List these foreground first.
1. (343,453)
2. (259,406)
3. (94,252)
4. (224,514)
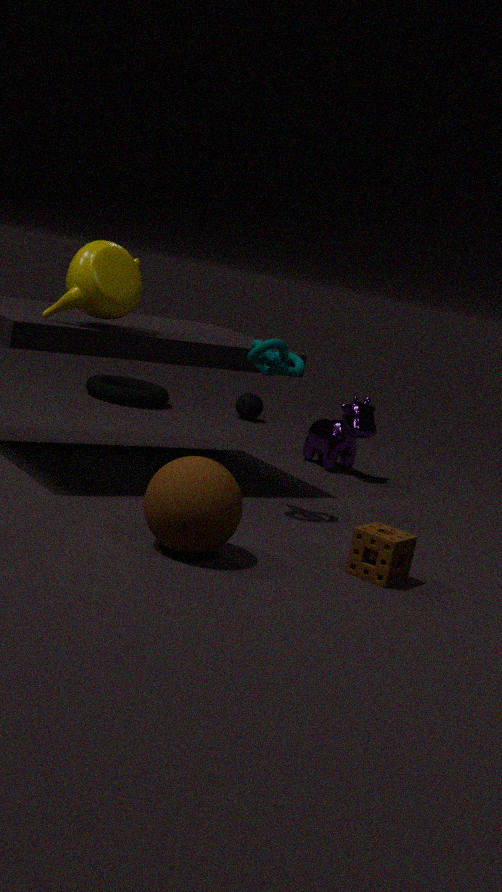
(224,514) → (94,252) → (343,453) → (259,406)
